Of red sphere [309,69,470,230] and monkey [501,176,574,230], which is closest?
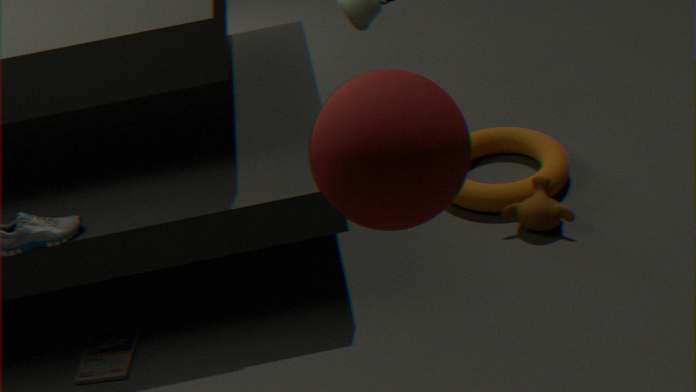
red sphere [309,69,470,230]
